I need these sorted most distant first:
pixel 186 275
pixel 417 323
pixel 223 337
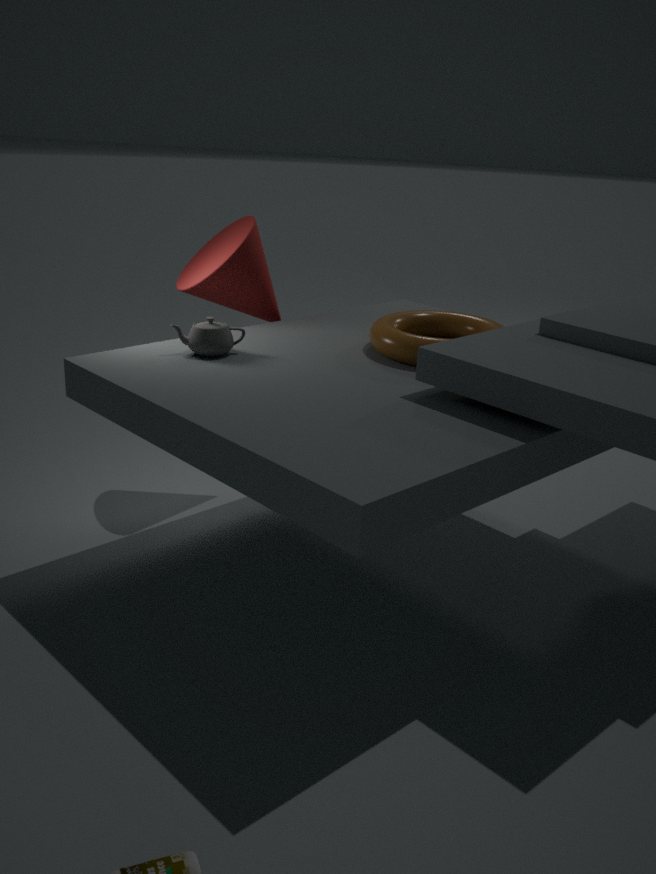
pixel 186 275
pixel 417 323
pixel 223 337
